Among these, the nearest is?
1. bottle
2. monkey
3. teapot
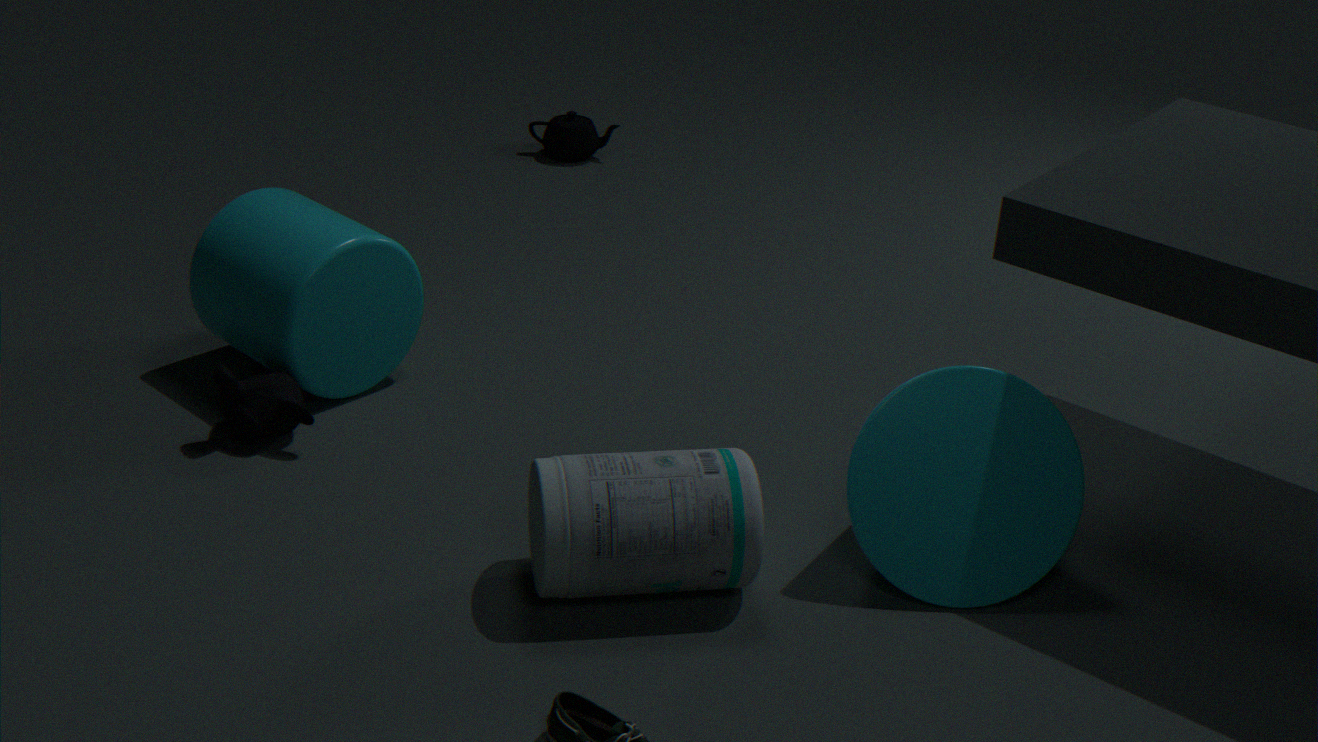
bottle
